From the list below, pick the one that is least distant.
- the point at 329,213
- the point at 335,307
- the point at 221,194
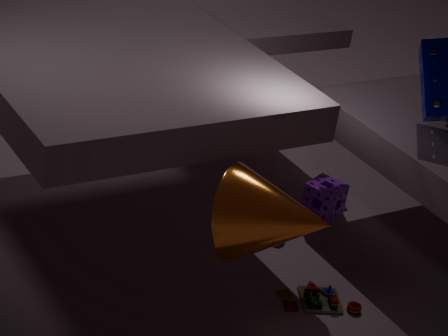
the point at 221,194
